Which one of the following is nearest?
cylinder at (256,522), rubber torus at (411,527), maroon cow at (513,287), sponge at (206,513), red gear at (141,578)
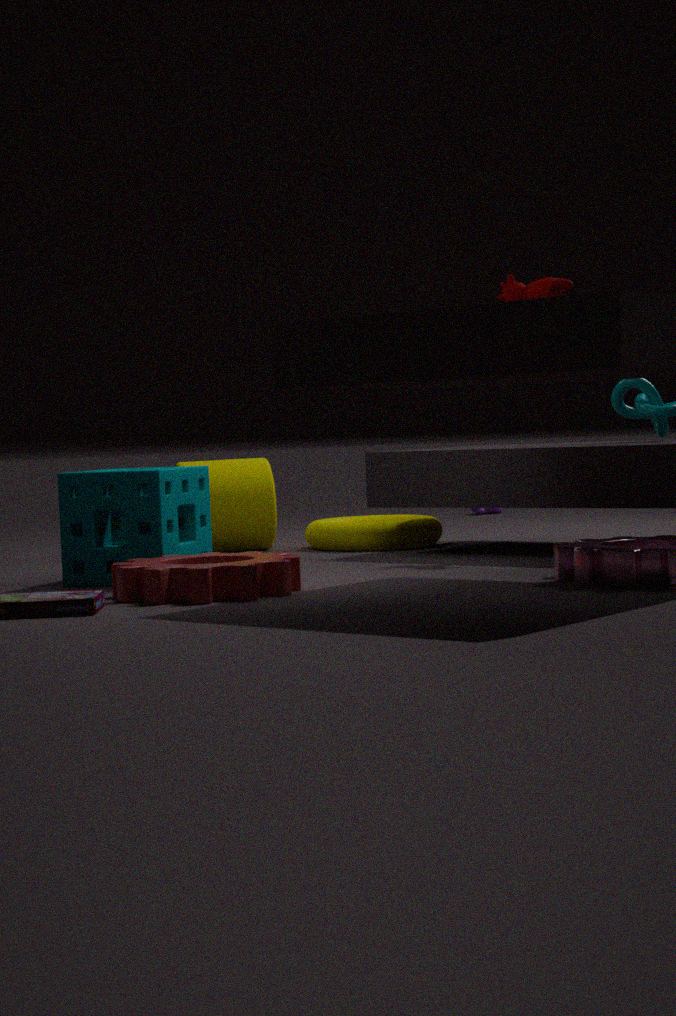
red gear at (141,578)
